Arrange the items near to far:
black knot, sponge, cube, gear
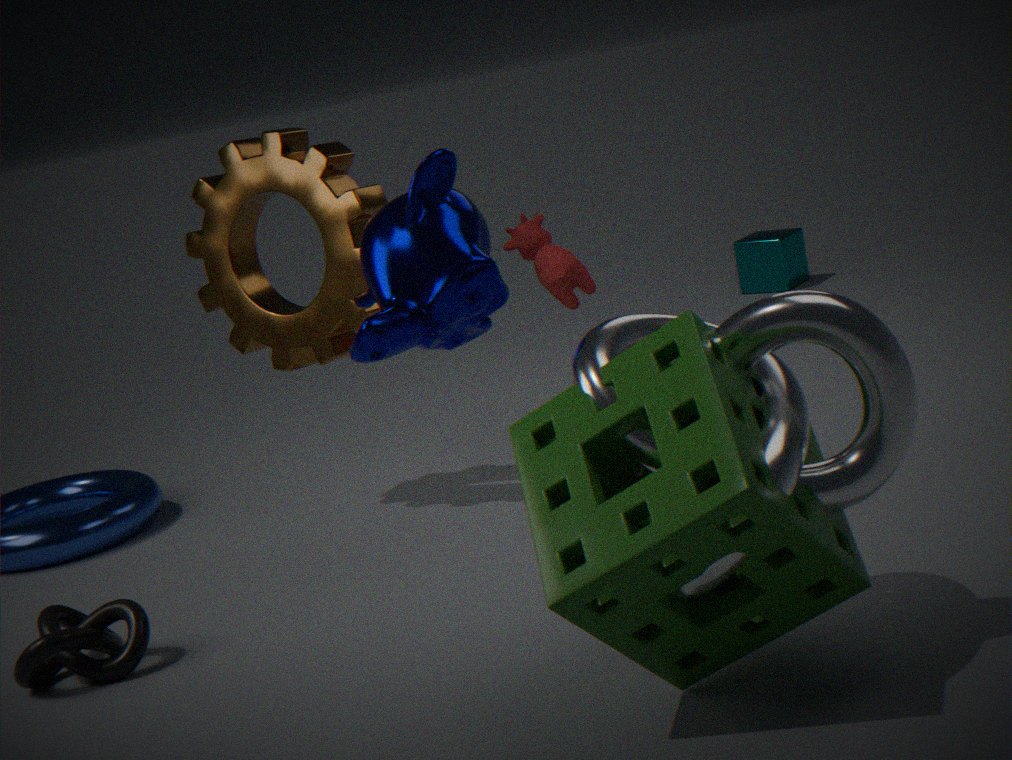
1. sponge
2. black knot
3. gear
4. cube
